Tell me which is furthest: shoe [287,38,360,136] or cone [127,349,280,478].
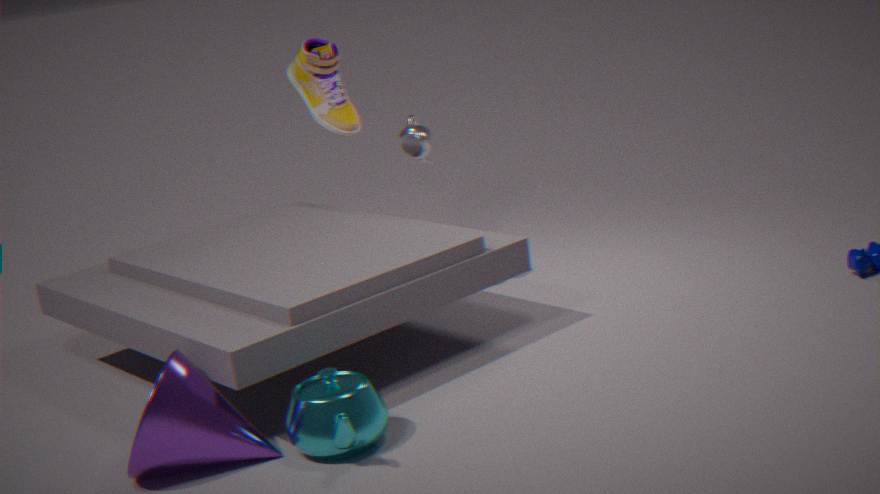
shoe [287,38,360,136]
